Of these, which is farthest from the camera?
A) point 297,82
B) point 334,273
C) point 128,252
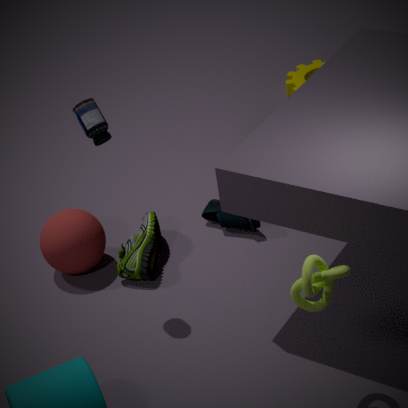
point 297,82
